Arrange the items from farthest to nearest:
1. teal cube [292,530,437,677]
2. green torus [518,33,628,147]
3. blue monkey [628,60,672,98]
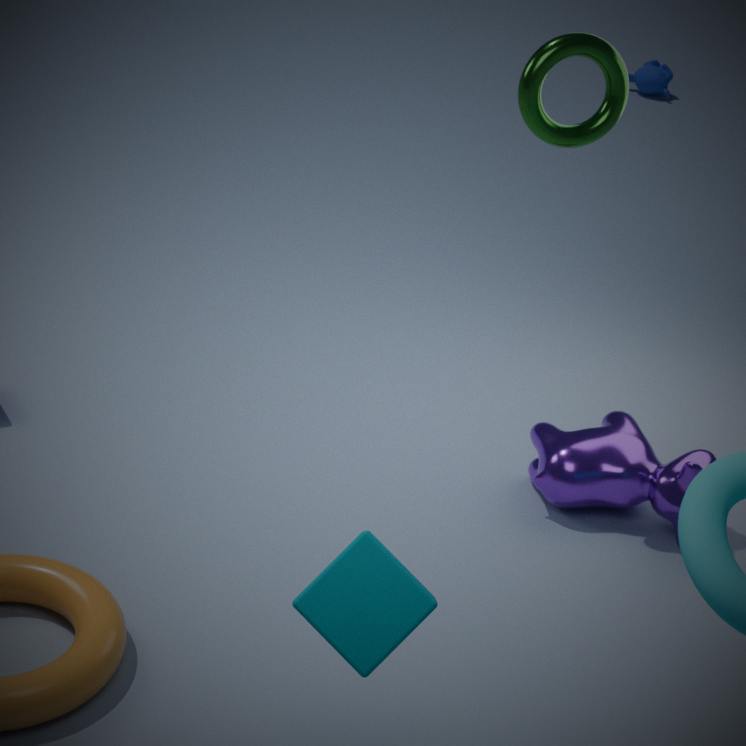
blue monkey [628,60,672,98]
green torus [518,33,628,147]
teal cube [292,530,437,677]
